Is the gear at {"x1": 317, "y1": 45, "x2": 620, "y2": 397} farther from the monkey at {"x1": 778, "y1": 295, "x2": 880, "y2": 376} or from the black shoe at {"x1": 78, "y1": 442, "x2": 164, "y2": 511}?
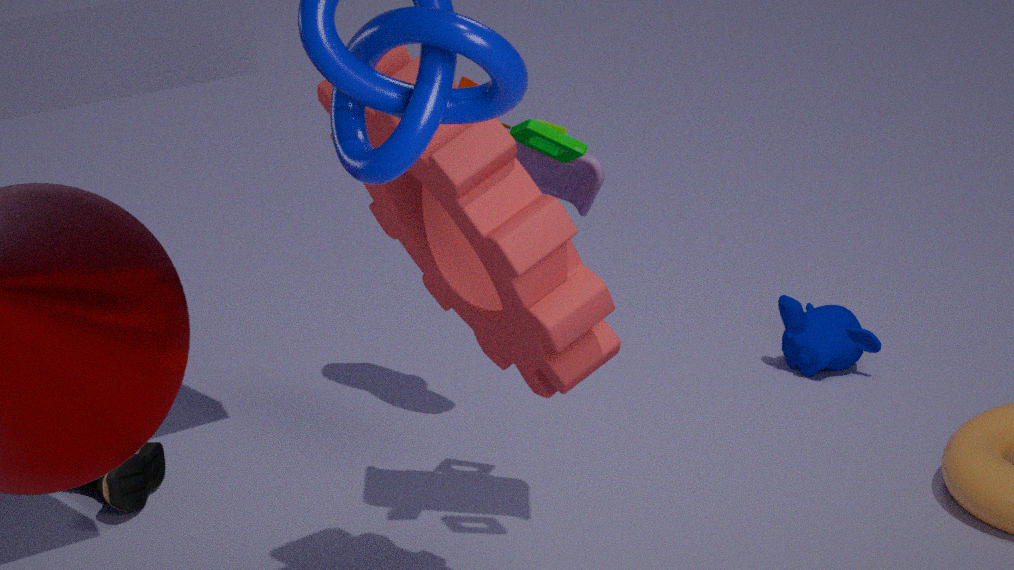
the monkey at {"x1": 778, "y1": 295, "x2": 880, "y2": 376}
